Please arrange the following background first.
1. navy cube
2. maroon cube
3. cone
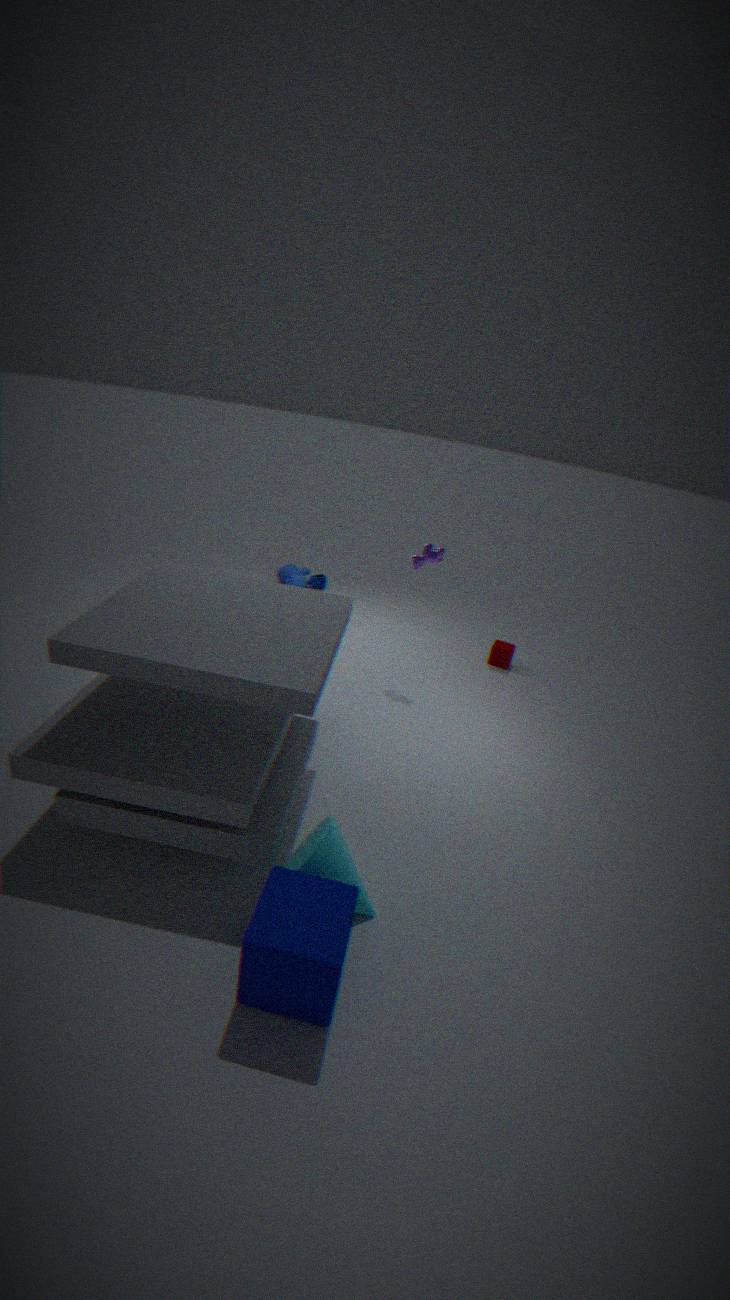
1. maroon cube
2. cone
3. navy cube
